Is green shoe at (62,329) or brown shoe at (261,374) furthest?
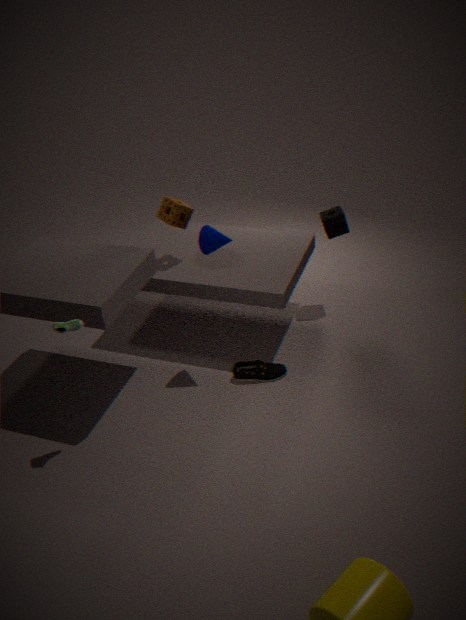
brown shoe at (261,374)
